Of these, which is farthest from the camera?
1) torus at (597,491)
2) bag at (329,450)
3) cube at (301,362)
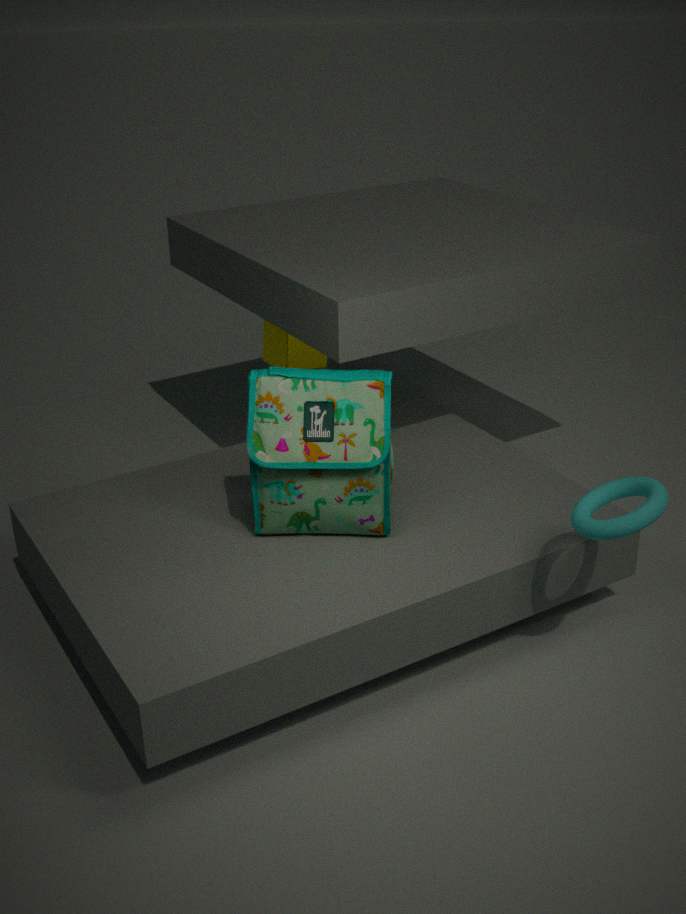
3. cube at (301,362)
